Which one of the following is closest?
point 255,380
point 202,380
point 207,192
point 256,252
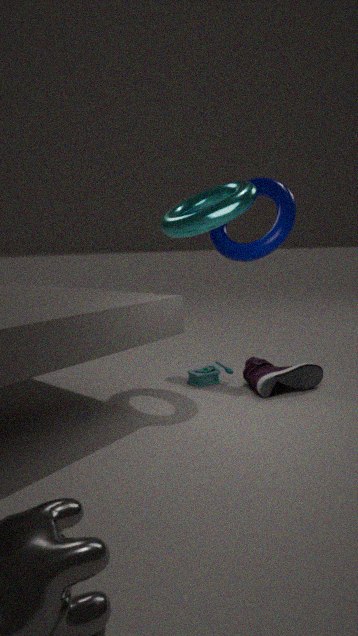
point 255,380
